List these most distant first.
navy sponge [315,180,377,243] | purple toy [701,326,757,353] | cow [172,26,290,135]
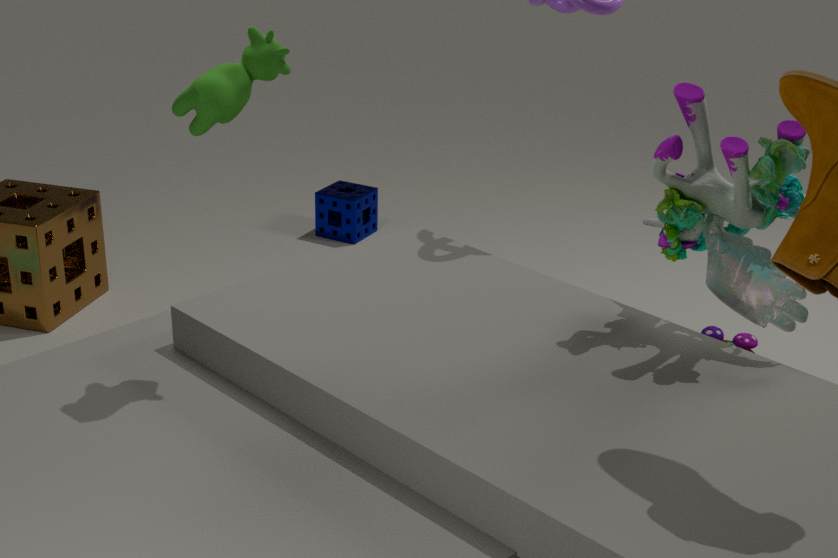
navy sponge [315,180,377,243] < purple toy [701,326,757,353] < cow [172,26,290,135]
